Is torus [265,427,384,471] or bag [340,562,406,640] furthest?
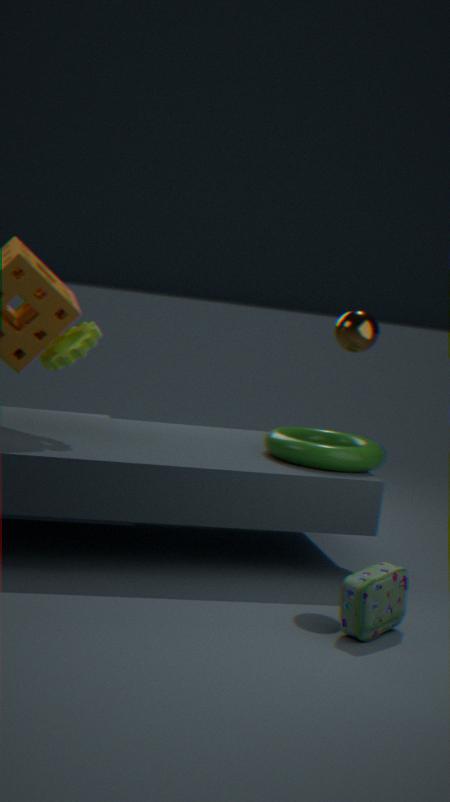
torus [265,427,384,471]
